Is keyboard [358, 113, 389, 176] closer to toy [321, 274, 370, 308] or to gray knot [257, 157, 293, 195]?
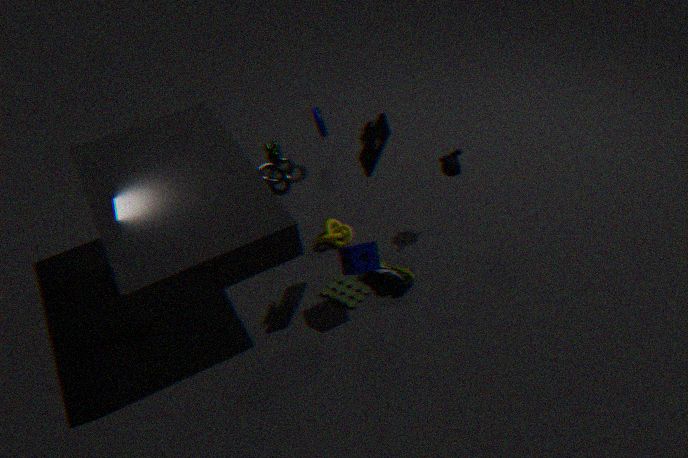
gray knot [257, 157, 293, 195]
